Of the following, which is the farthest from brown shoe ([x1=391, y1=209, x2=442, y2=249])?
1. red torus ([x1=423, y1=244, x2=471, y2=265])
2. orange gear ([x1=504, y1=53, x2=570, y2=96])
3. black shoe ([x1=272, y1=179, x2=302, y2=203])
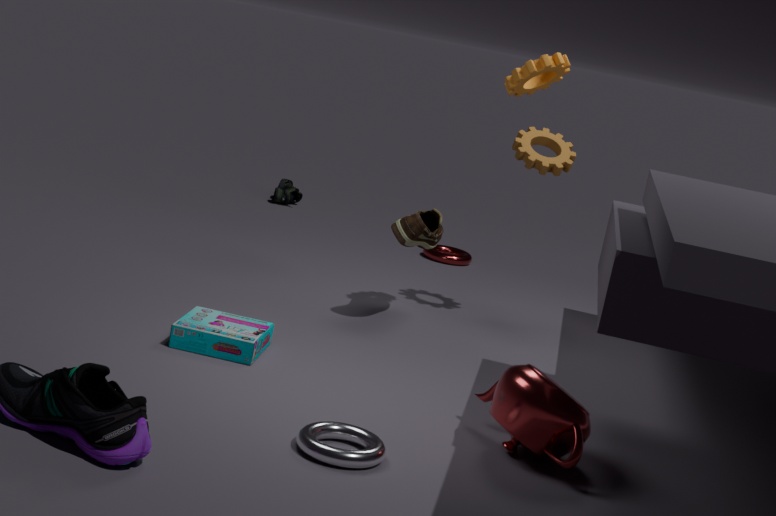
black shoe ([x1=272, y1=179, x2=302, y2=203])
